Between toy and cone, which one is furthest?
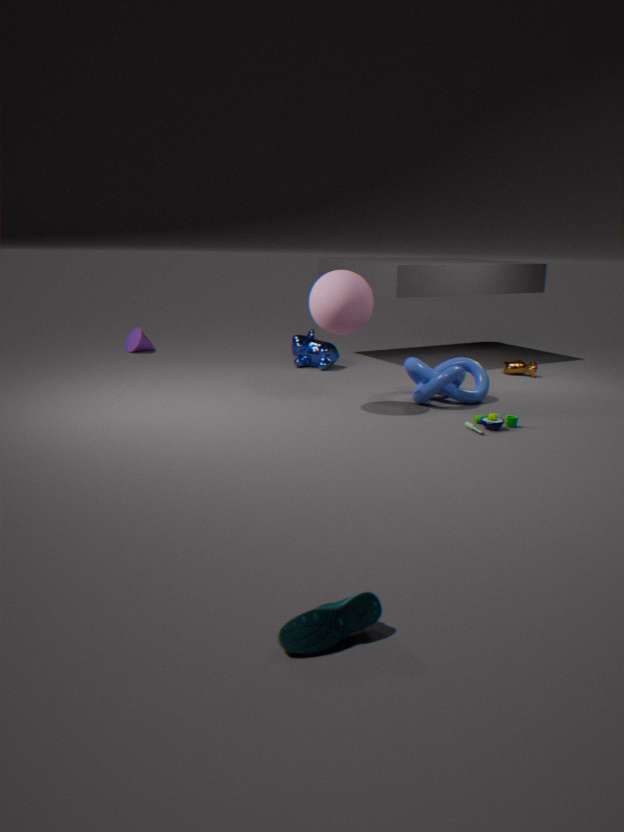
cone
